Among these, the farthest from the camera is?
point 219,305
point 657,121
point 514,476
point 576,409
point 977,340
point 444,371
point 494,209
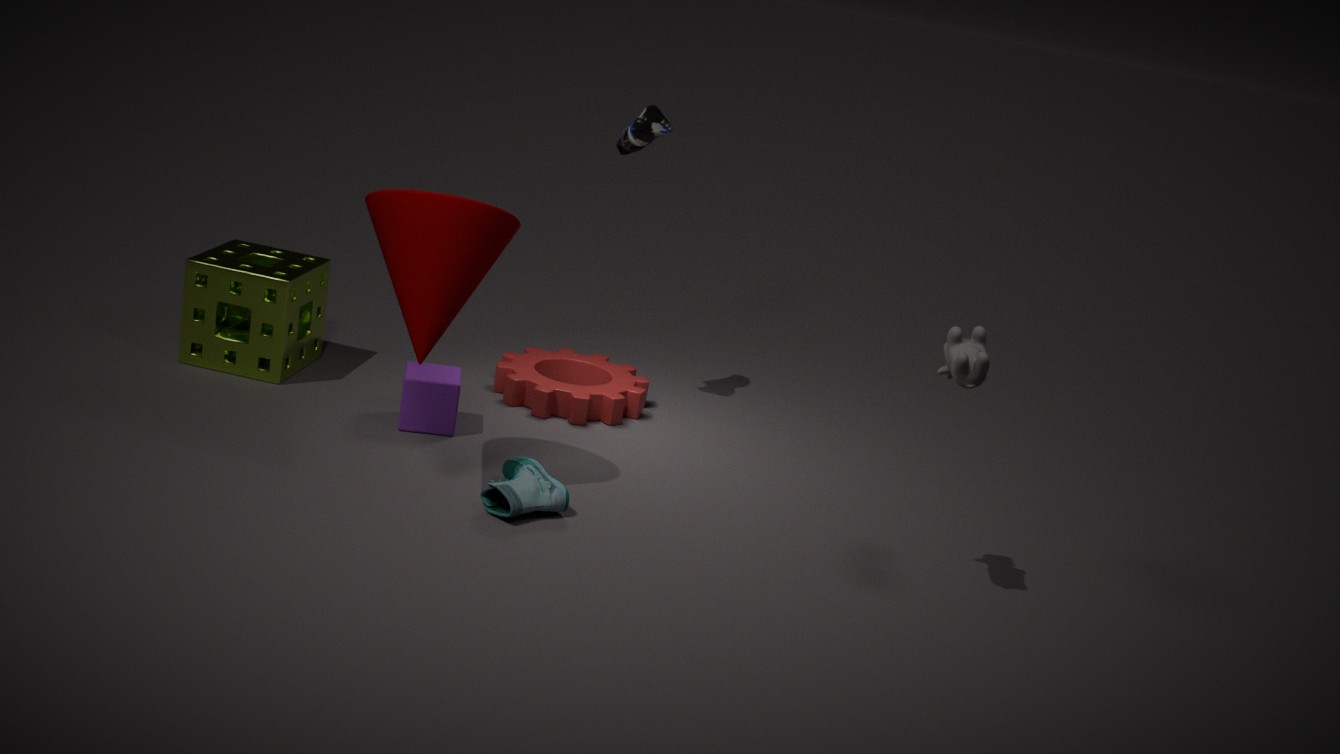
point 657,121
